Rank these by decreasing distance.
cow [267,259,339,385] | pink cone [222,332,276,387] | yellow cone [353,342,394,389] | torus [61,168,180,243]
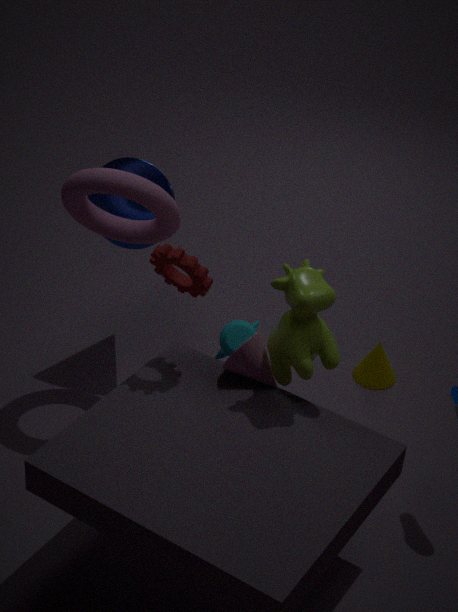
1. yellow cone [353,342,394,389]
2. torus [61,168,180,243]
3. pink cone [222,332,276,387]
4. cow [267,259,339,385]
